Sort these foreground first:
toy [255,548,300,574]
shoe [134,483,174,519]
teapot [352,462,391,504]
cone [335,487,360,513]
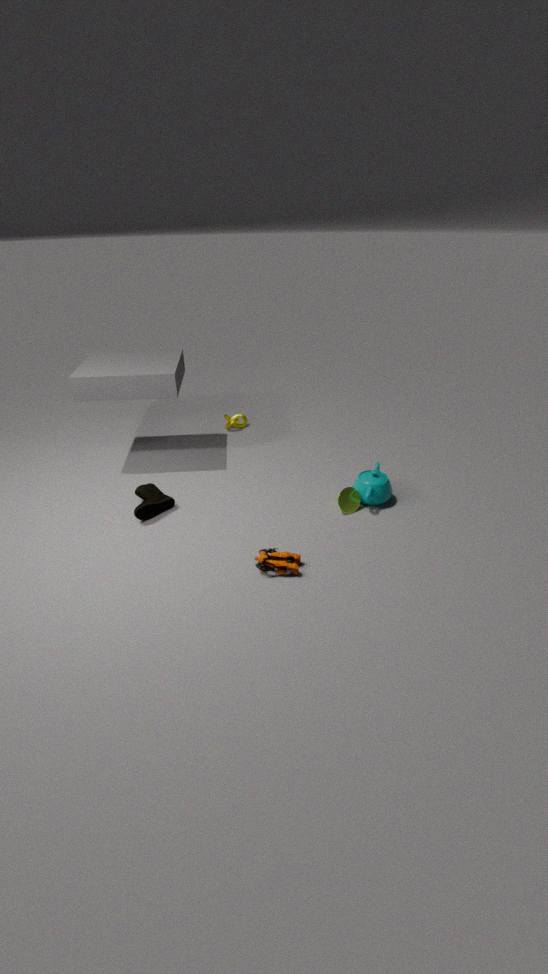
1. toy [255,548,300,574]
2. shoe [134,483,174,519]
3. cone [335,487,360,513]
4. teapot [352,462,391,504]
